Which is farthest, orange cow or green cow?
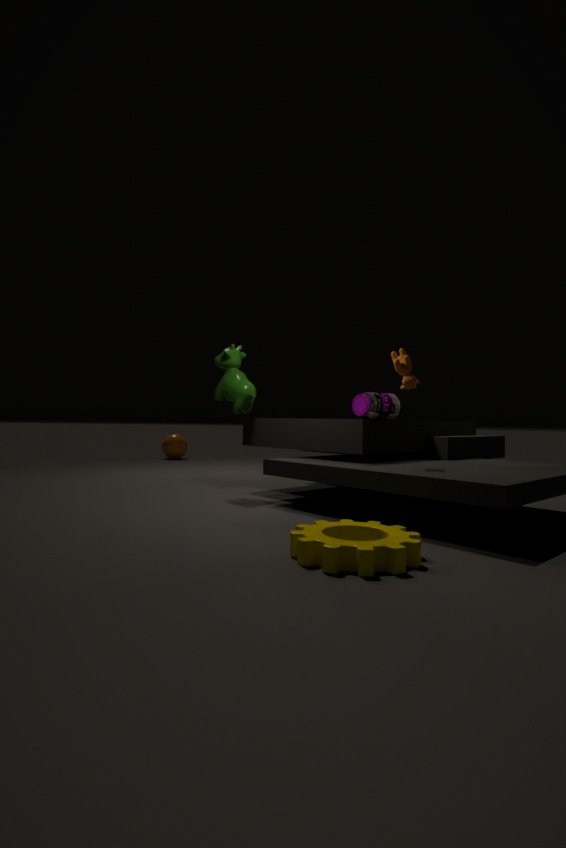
green cow
